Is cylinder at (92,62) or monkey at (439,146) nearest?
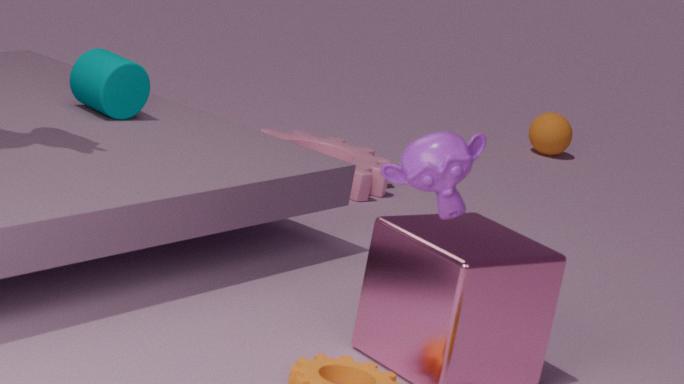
monkey at (439,146)
